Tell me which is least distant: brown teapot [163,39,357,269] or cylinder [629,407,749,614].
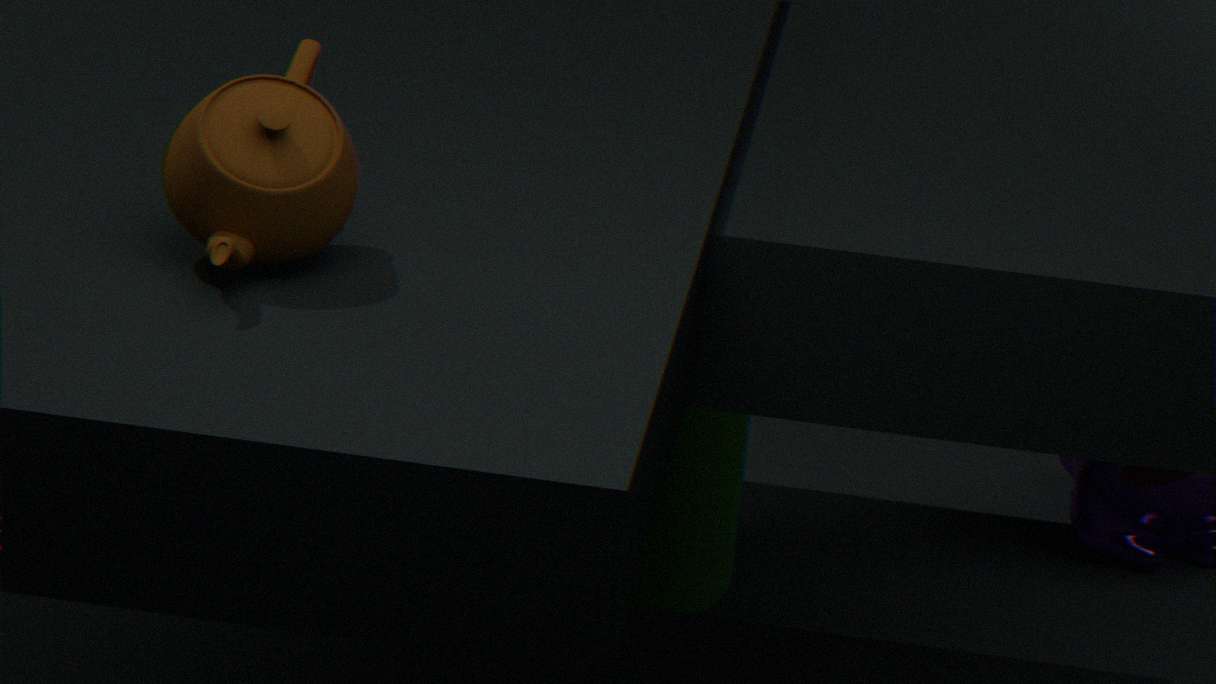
brown teapot [163,39,357,269]
